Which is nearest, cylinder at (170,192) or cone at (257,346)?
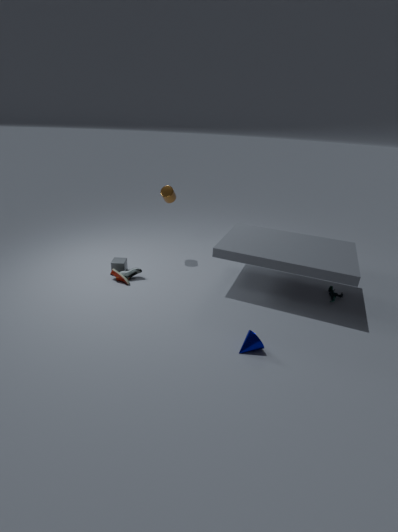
cone at (257,346)
